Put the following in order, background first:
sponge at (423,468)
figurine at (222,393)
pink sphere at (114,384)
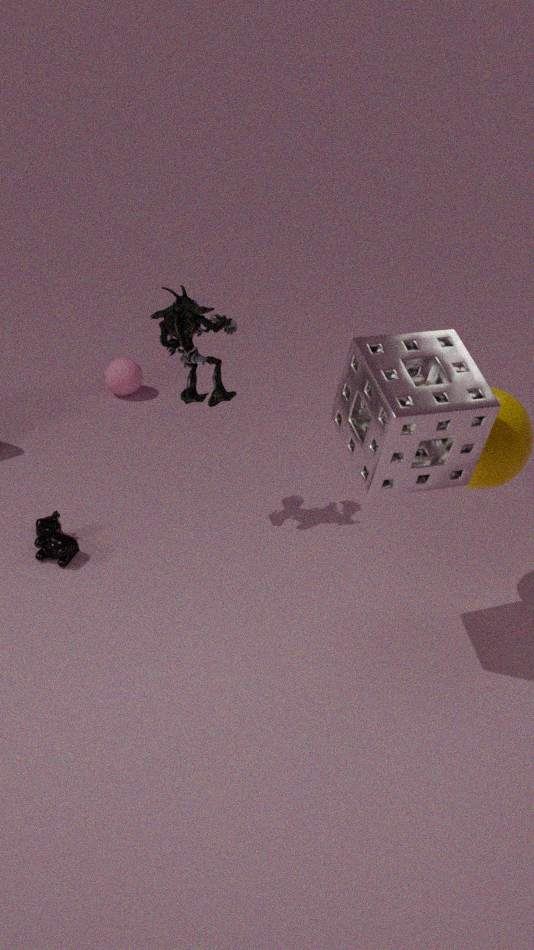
1. pink sphere at (114,384)
2. figurine at (222,393)
3. sponge at (423,468)
